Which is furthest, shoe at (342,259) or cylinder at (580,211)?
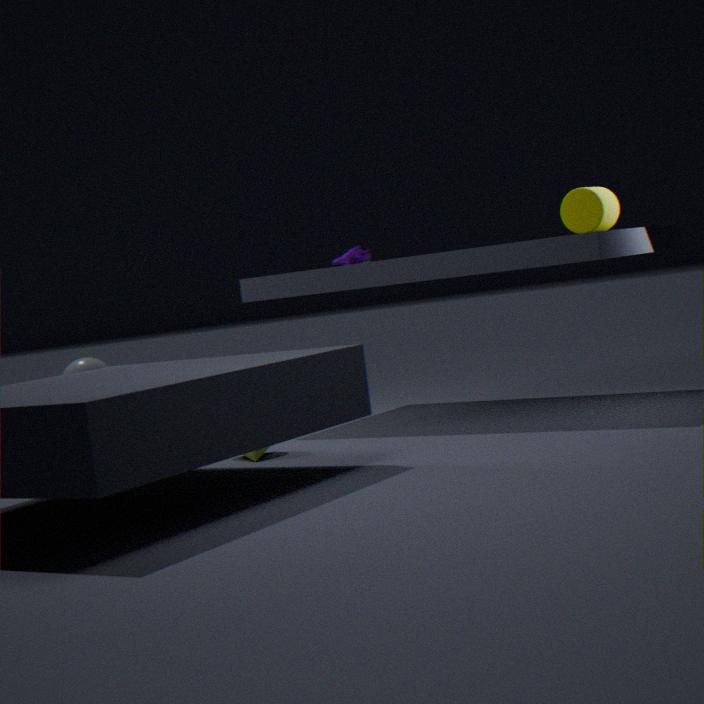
shoe at (342,259)
